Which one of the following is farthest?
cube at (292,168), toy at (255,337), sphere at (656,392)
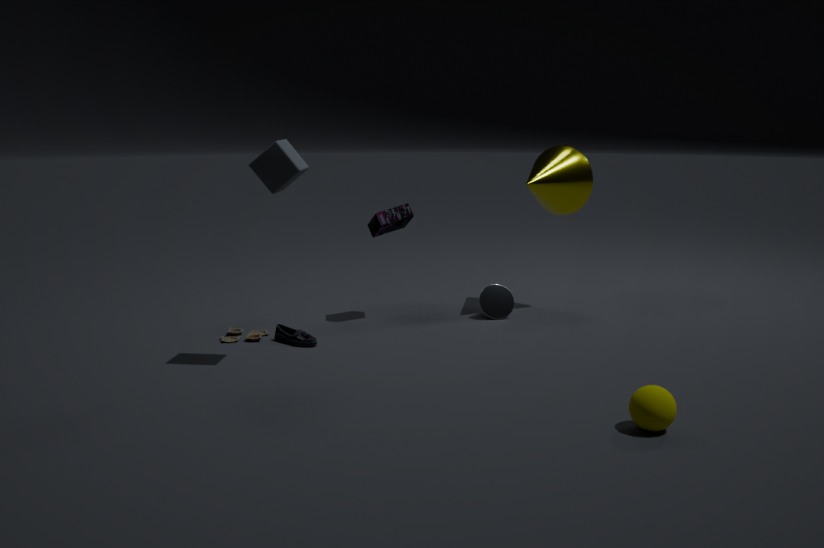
toy at (255,337)
